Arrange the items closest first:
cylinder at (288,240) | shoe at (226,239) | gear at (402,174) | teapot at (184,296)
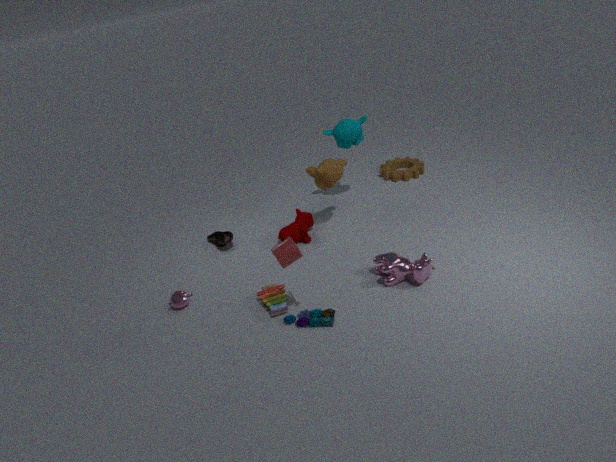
cylinder at (288,240) → teapot at (184,296) → shoe at (226,239) → gear at (402,174)
